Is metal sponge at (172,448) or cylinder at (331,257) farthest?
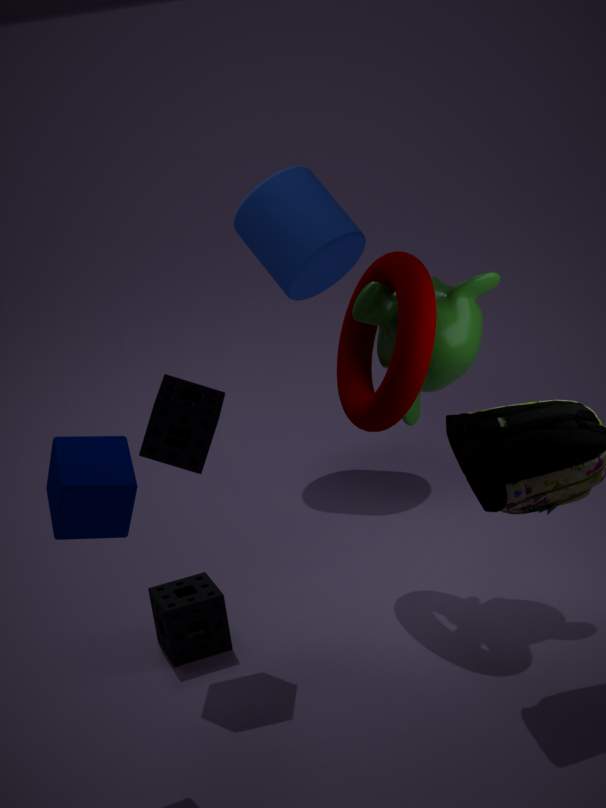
cylinder at (331,257)
